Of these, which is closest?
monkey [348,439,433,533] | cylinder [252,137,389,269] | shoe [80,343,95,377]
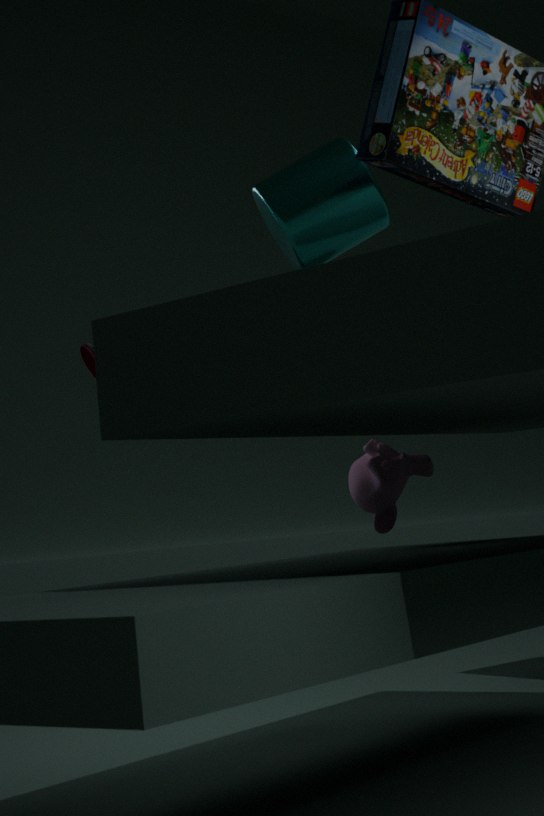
cylinder [252,137,389,269]
